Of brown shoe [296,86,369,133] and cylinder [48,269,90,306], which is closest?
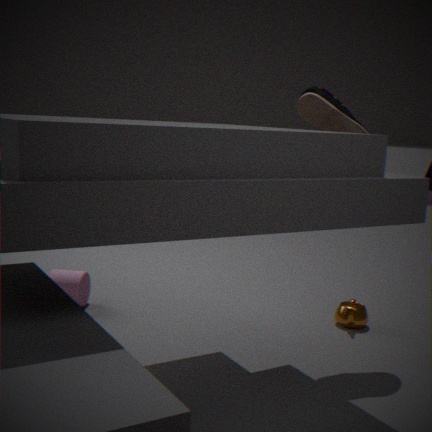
brown shoe [296,86,369,133]
